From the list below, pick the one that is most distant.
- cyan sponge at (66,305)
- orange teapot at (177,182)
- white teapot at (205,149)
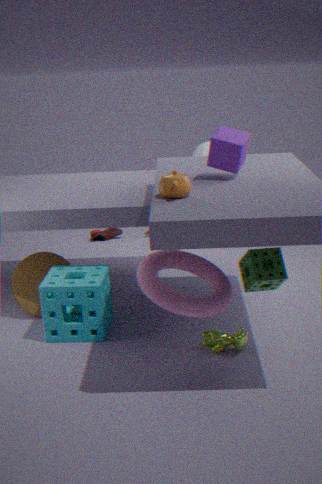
white teapot at (205,149)
